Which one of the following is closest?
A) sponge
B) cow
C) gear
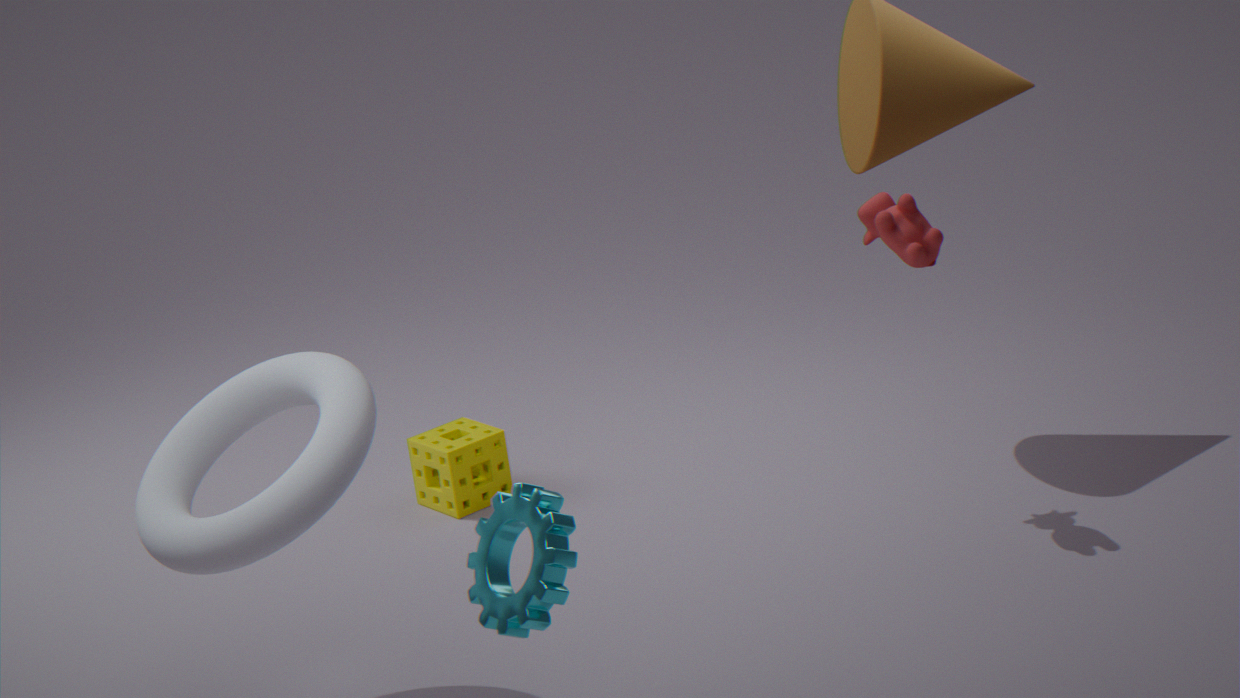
gear
